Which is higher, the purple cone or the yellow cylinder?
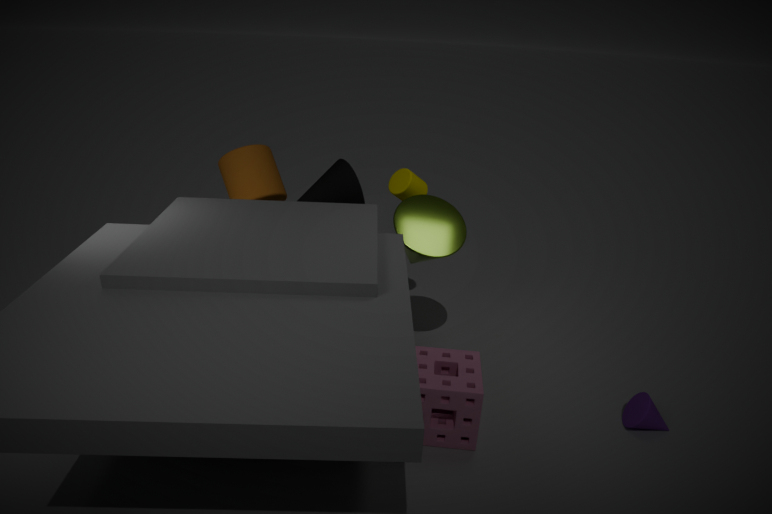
the yellow cylinder
